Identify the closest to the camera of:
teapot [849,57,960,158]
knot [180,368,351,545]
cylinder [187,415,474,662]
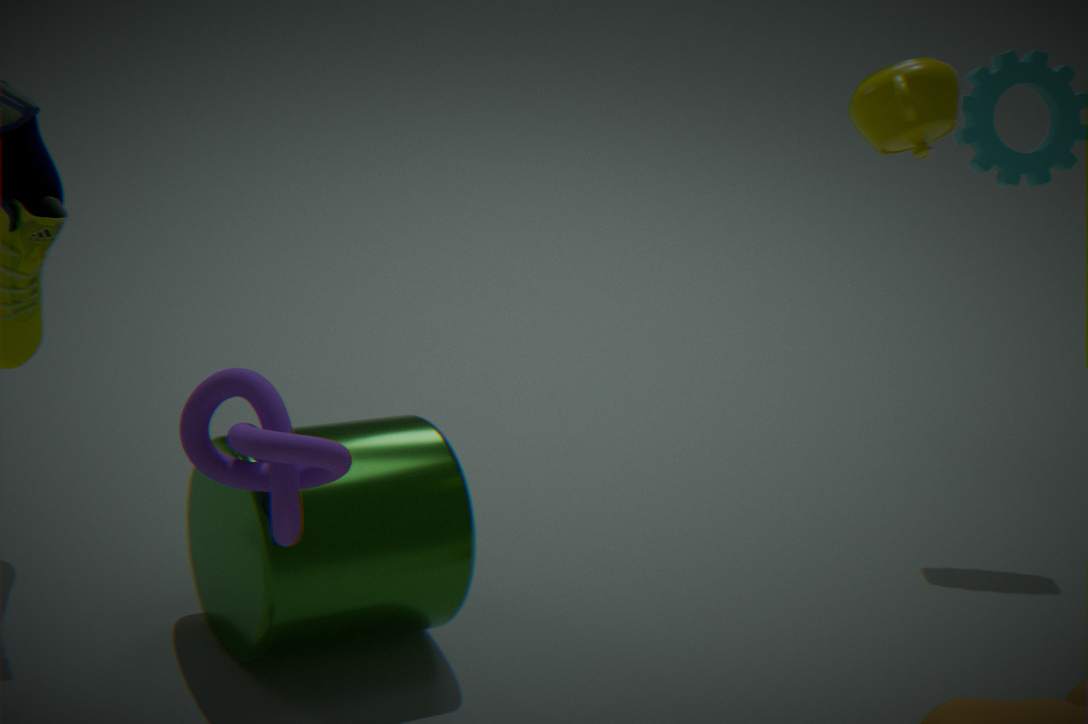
knot [180,368,351,545]
